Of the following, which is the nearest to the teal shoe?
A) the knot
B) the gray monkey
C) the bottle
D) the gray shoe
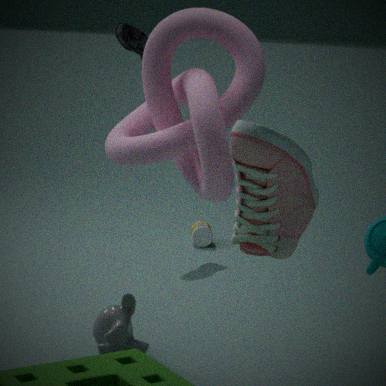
the bottle
